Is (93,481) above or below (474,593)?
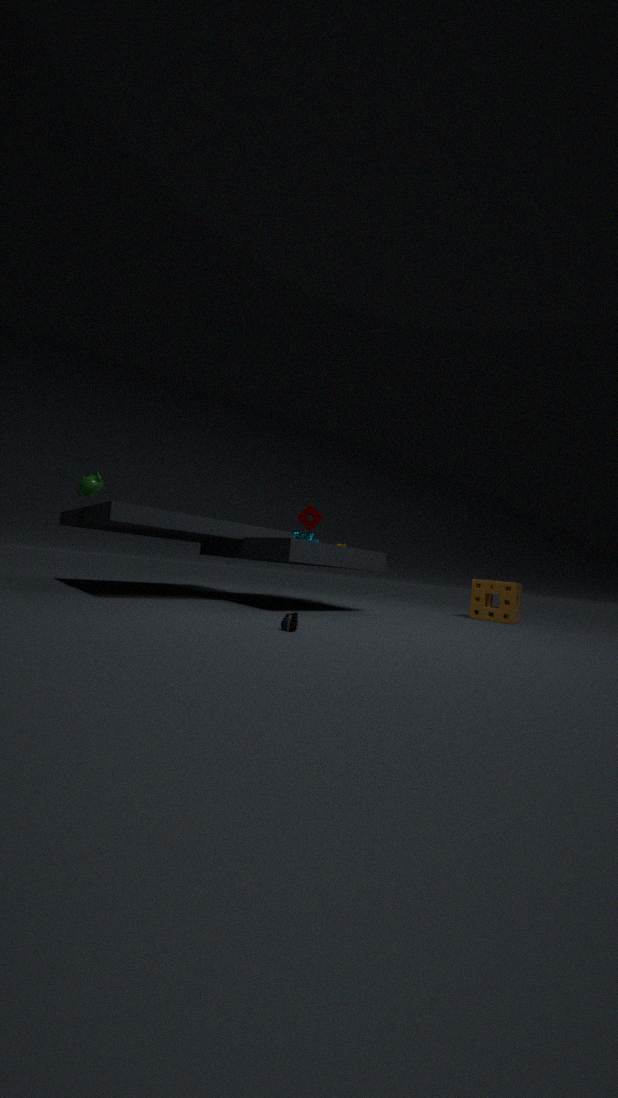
above
